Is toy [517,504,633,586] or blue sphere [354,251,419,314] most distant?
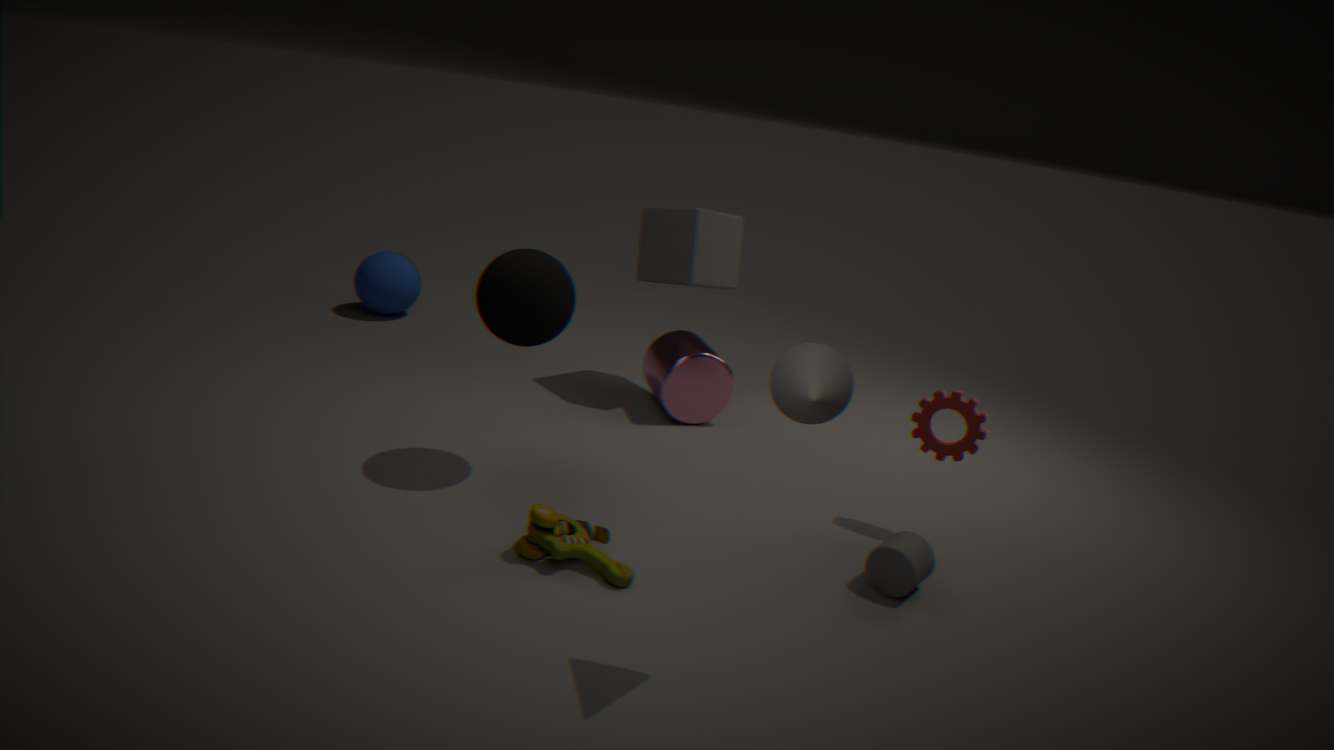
blue sphere [354,251,419,314]
